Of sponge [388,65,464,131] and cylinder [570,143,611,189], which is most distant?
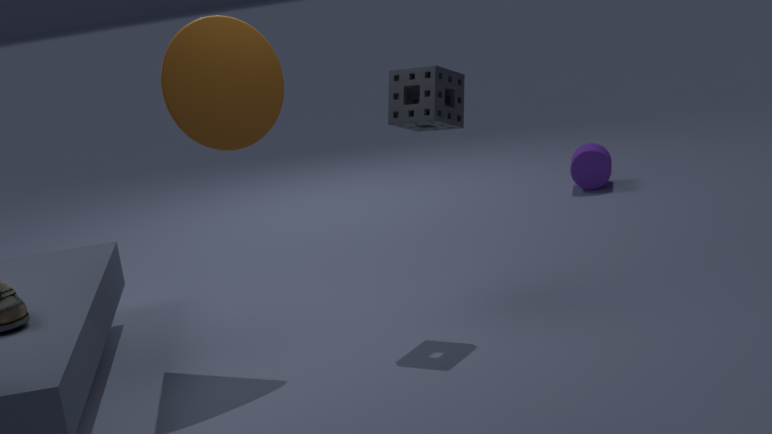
cylinder [570,143,611,189]
